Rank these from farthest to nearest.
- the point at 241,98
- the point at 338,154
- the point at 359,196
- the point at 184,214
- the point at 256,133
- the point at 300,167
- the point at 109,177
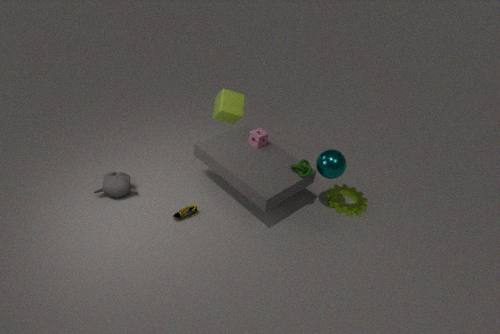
1. the point at 241,98
2. the point at 359,196
3. the point at 256,133
4. the point at 109,177
5. the point at 300,167
6. the point at 184,214
7. the point at 338,154
